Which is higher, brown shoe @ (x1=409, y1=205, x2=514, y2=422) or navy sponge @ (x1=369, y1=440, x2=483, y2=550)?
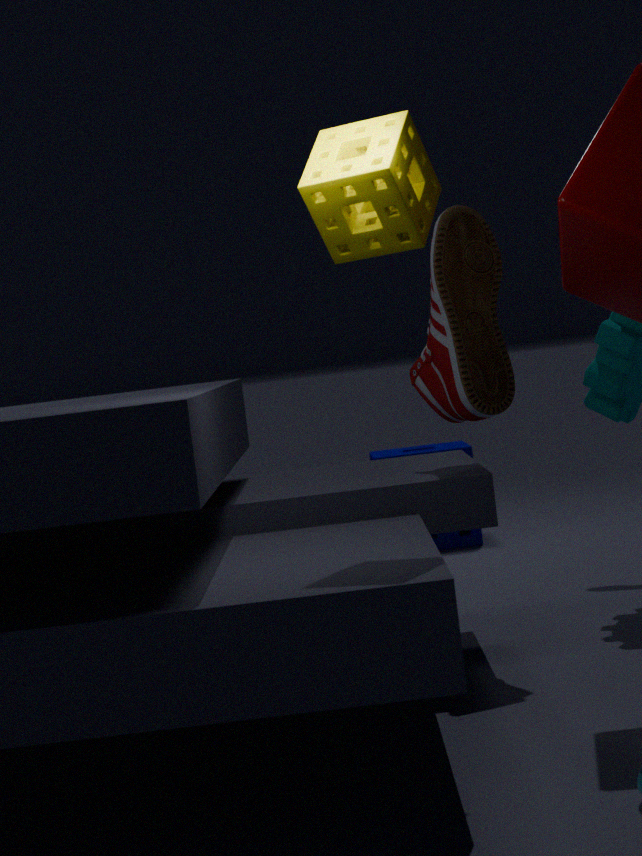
brown shoe @ (x1=409, y1=205, x2=514, y2=422)
